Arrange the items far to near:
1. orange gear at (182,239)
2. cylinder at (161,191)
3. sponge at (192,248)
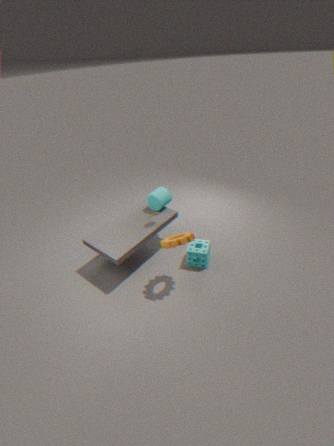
1. cylinder at (161,191)
2. sponge at (192,248)
3. orange gear at (182,239)
